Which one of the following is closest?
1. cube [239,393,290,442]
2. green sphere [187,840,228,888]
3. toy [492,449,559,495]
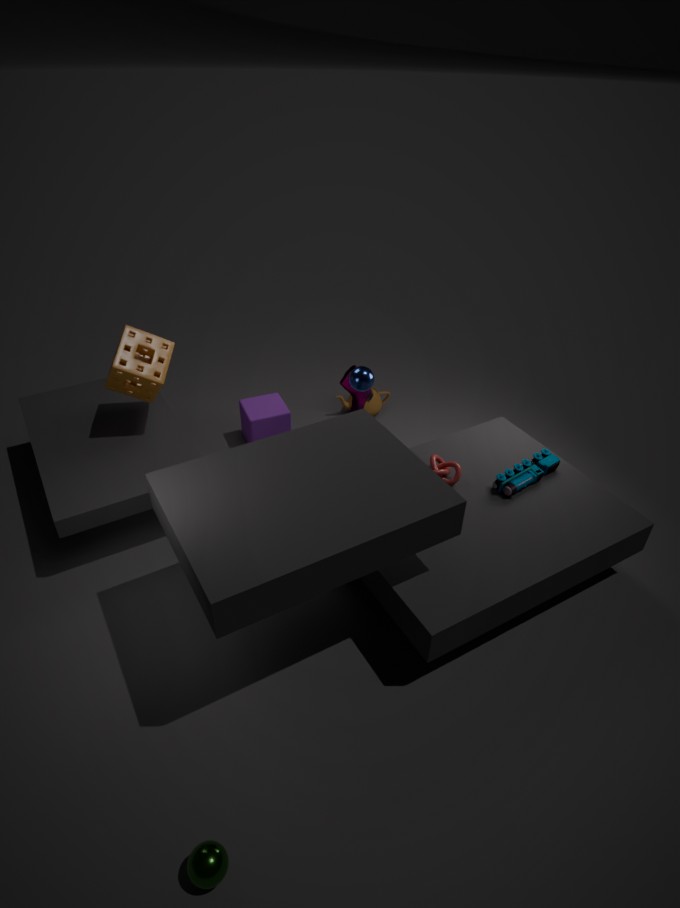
green sphere [187,840,228,888]
